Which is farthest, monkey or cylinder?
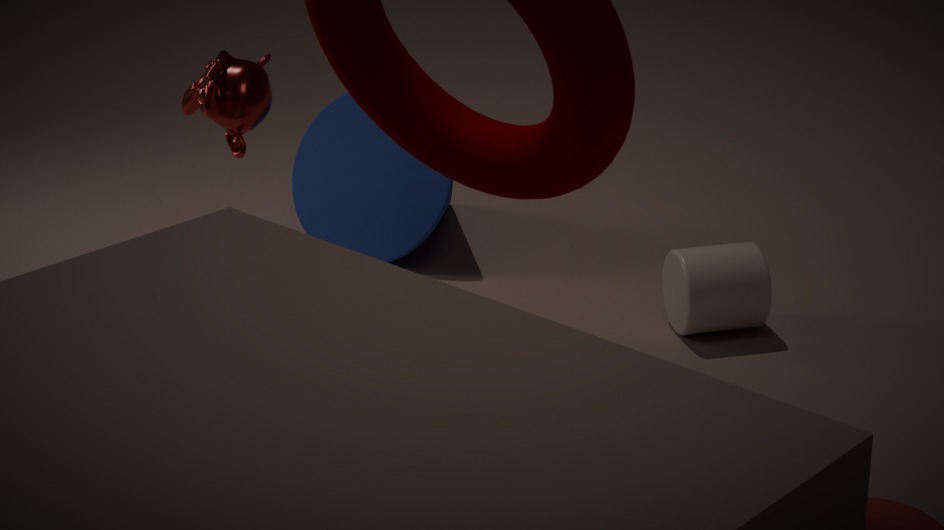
monkey
